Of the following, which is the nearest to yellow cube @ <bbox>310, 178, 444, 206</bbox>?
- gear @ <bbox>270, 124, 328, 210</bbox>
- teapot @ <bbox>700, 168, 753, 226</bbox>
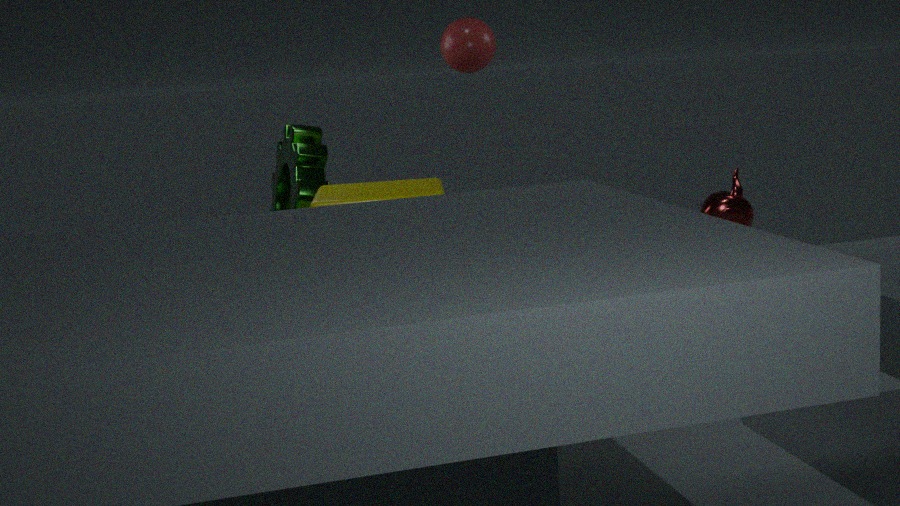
gear @ <bbox>270, 124, 328, 210</bbox>
